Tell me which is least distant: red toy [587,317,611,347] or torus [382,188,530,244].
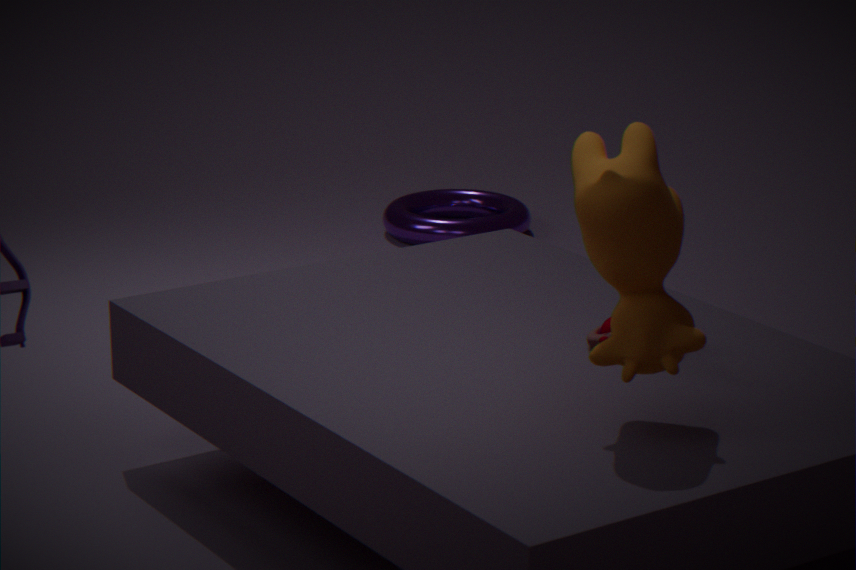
red toy [587,317,611,347]
